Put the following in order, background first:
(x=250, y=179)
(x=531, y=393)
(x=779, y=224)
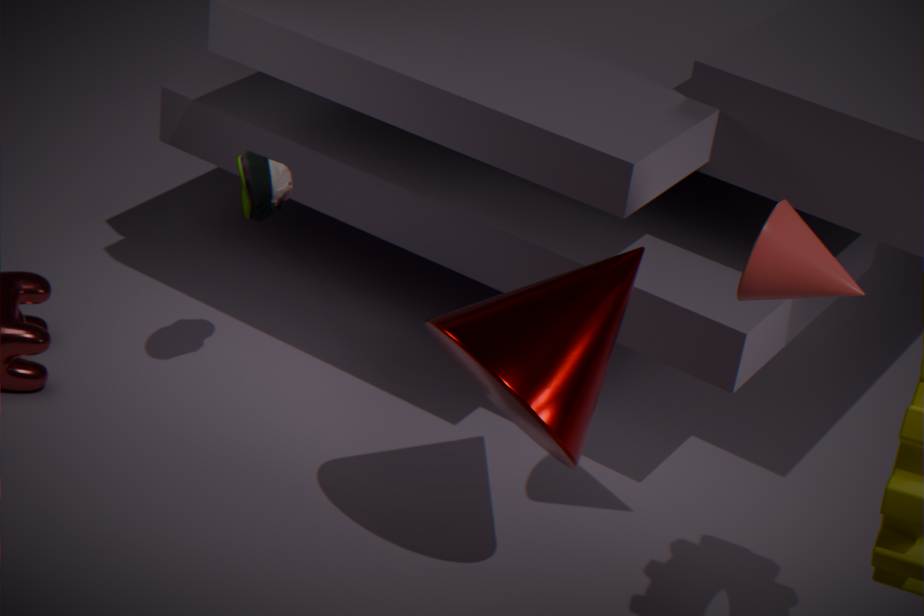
(x=250, y=179) → (x=531, y=393) → (x=779, y=224)
